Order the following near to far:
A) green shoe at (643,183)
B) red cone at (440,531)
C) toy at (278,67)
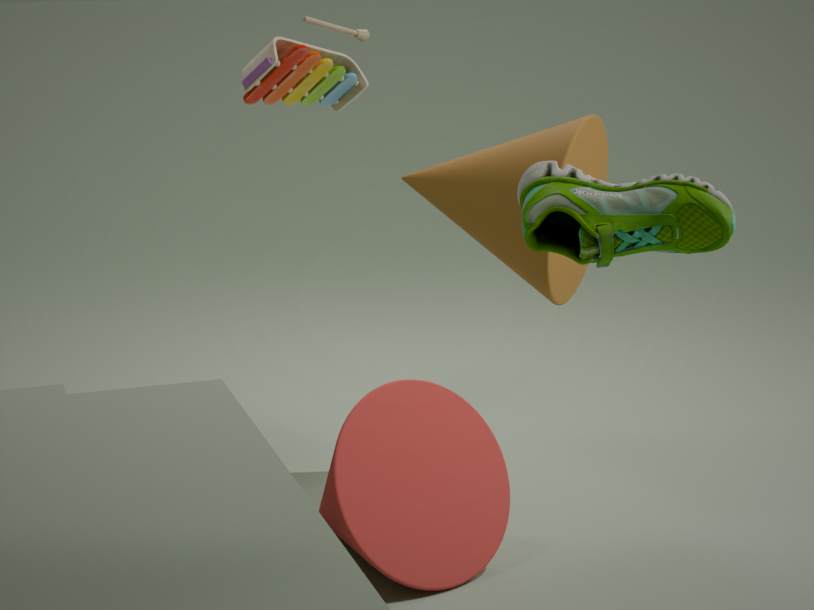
green shoe at (643,183), red cone at (440,531), toy at (278,67)
